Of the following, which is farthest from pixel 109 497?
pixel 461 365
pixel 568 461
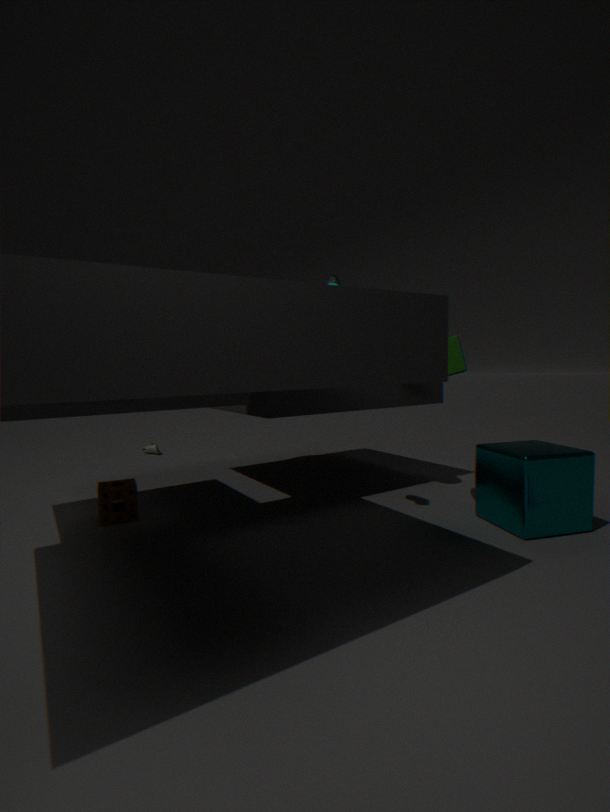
pixel 568 461
